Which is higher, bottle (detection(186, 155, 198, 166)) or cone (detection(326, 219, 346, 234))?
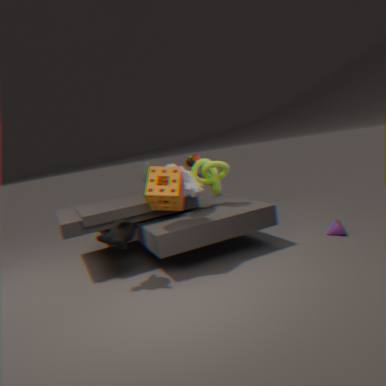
bottle (detection(186, 155, 198, 166))
